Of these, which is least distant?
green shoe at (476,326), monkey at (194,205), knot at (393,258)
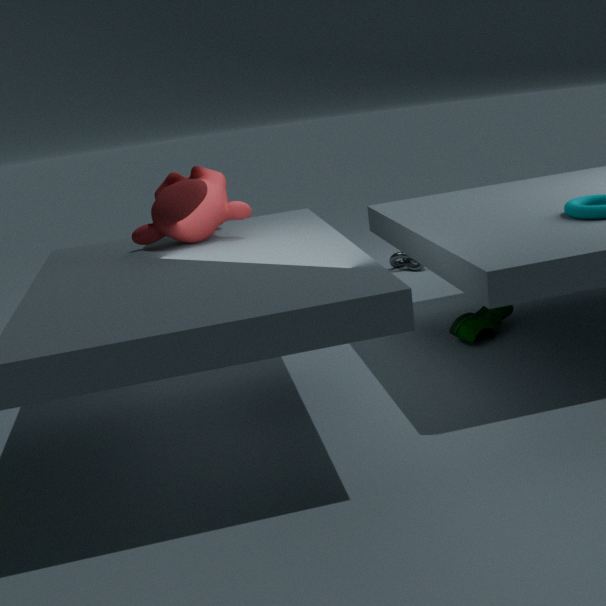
monkey at (194,205)
